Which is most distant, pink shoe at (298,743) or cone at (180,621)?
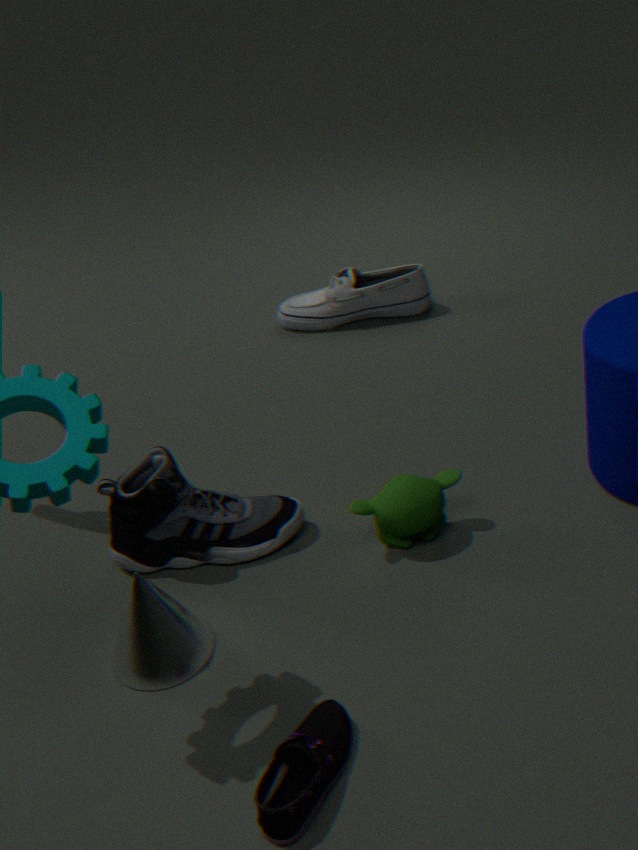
cone at (180,621)
